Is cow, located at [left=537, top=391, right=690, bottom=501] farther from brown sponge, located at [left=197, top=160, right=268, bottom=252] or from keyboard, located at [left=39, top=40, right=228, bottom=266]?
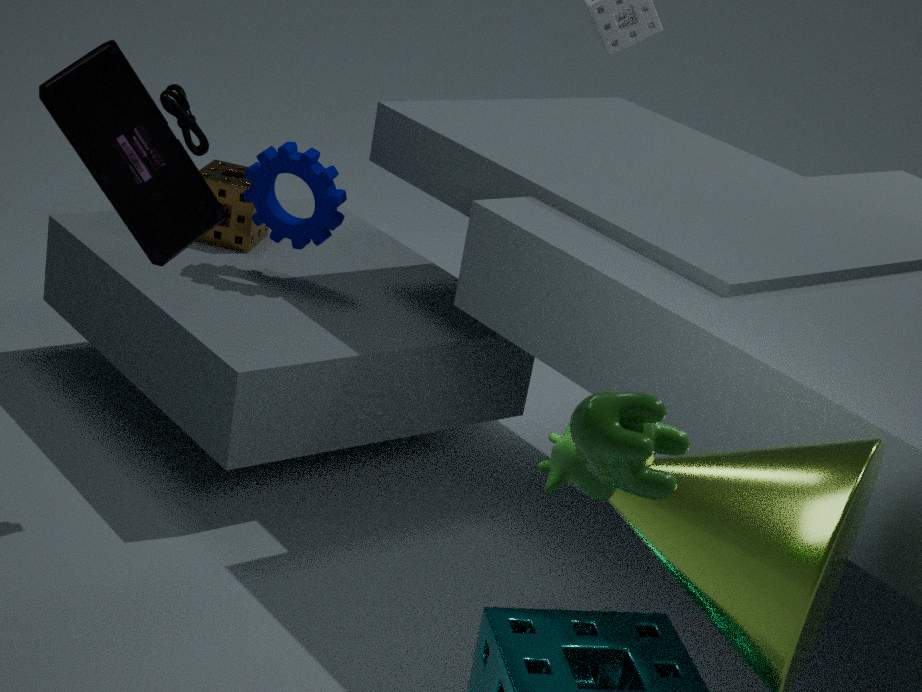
brown sponge, located at [left=197, top=160, right=268, bottom=252]
